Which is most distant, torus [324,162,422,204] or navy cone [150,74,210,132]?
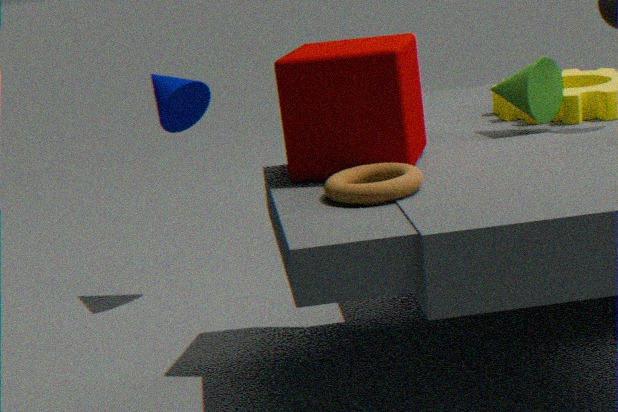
navy cone [150,74,210,132]
